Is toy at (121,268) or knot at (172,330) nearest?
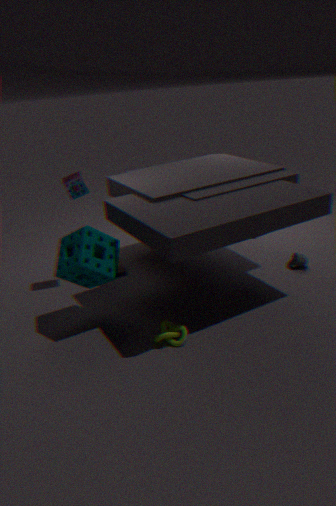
knot at (172,330)
